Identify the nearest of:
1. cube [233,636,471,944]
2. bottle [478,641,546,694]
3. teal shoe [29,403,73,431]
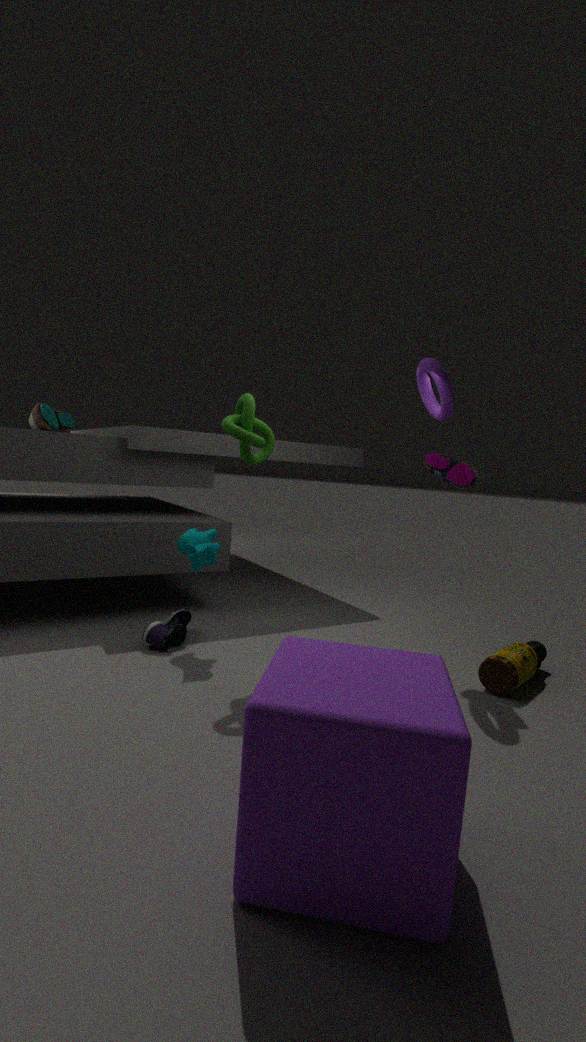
cube [233,636,471,944]
